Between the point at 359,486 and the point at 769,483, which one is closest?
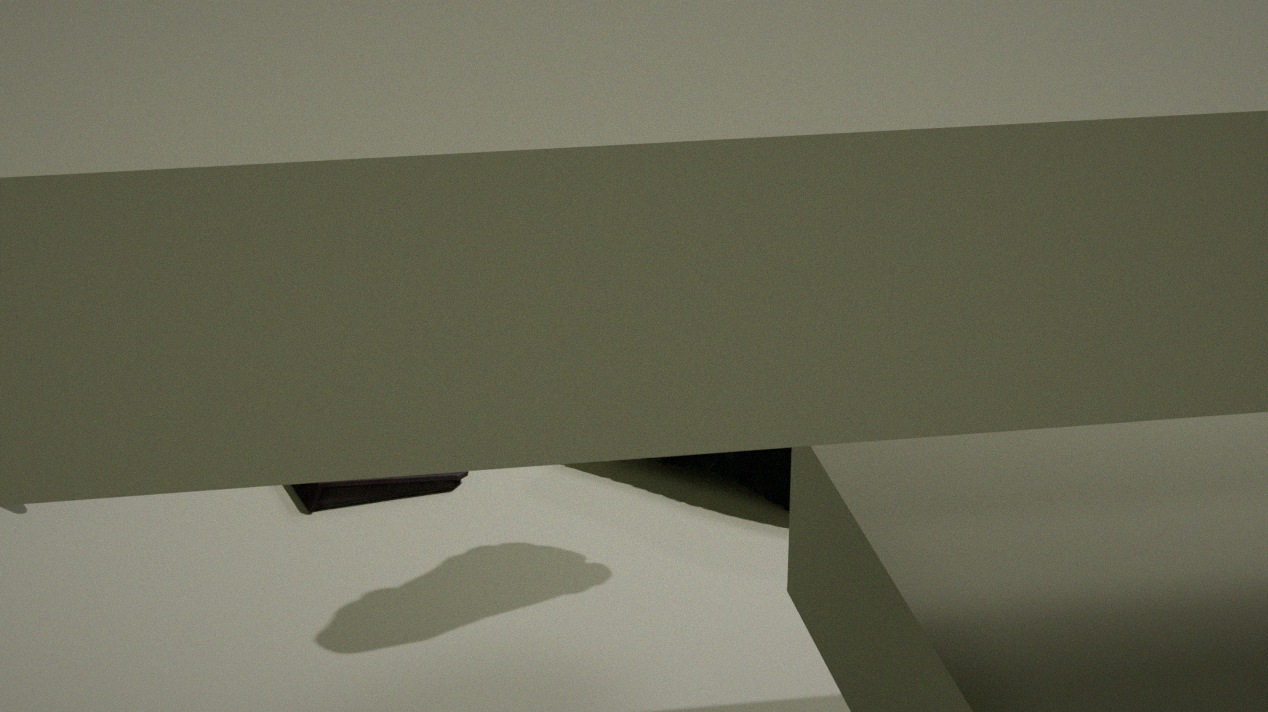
the point at 769,483
